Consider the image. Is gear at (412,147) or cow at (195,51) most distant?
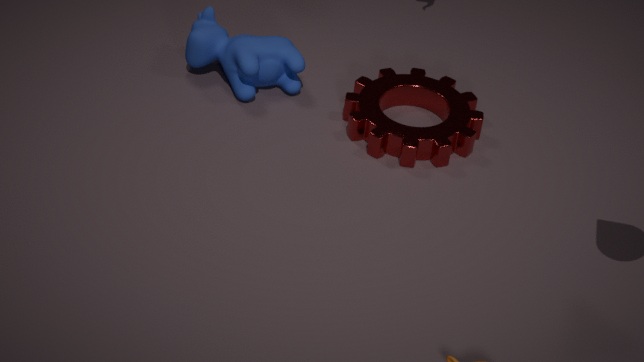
cow at (195,51)
